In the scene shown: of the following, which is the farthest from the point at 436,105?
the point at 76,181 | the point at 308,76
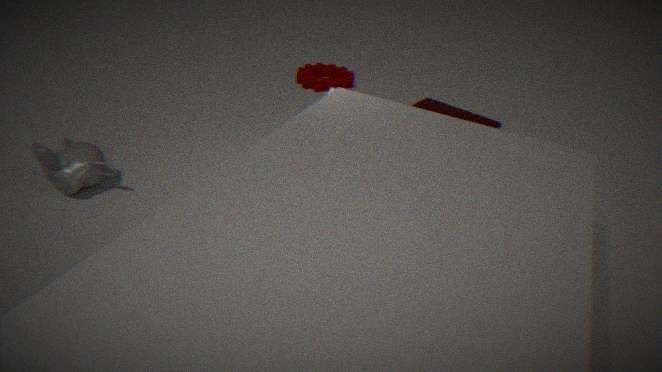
the point at 308,76
